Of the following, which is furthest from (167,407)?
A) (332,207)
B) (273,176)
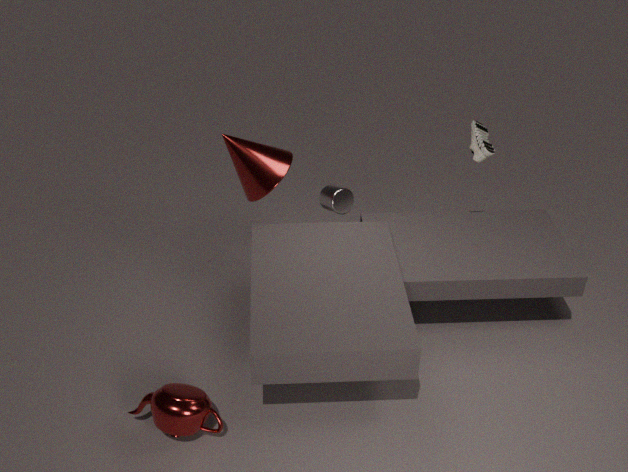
(332,207)
